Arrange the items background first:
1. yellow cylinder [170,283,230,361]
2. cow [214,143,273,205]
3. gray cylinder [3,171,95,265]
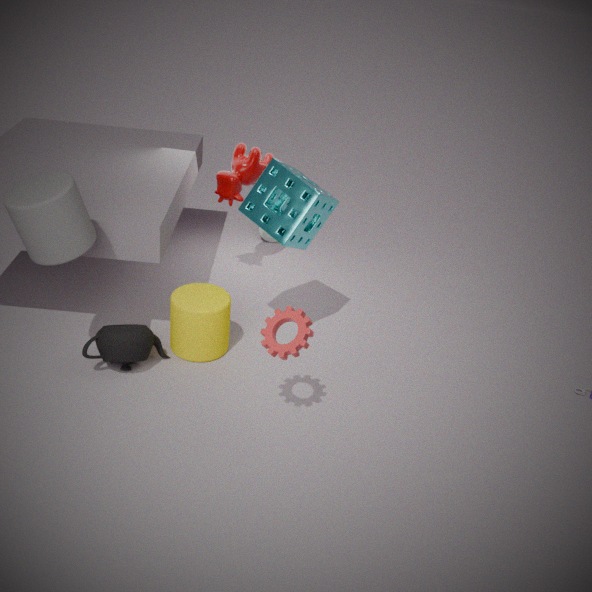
cow [214,143,273,205], yellow cylinder [170,283,230,361], gray cylinder [3,171,95,265]
